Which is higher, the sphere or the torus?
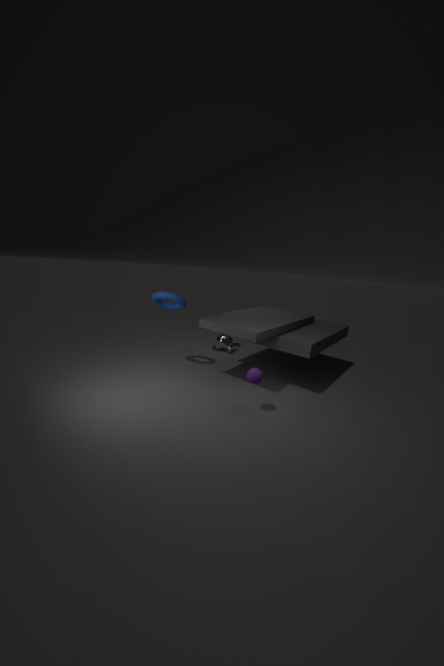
the torus
